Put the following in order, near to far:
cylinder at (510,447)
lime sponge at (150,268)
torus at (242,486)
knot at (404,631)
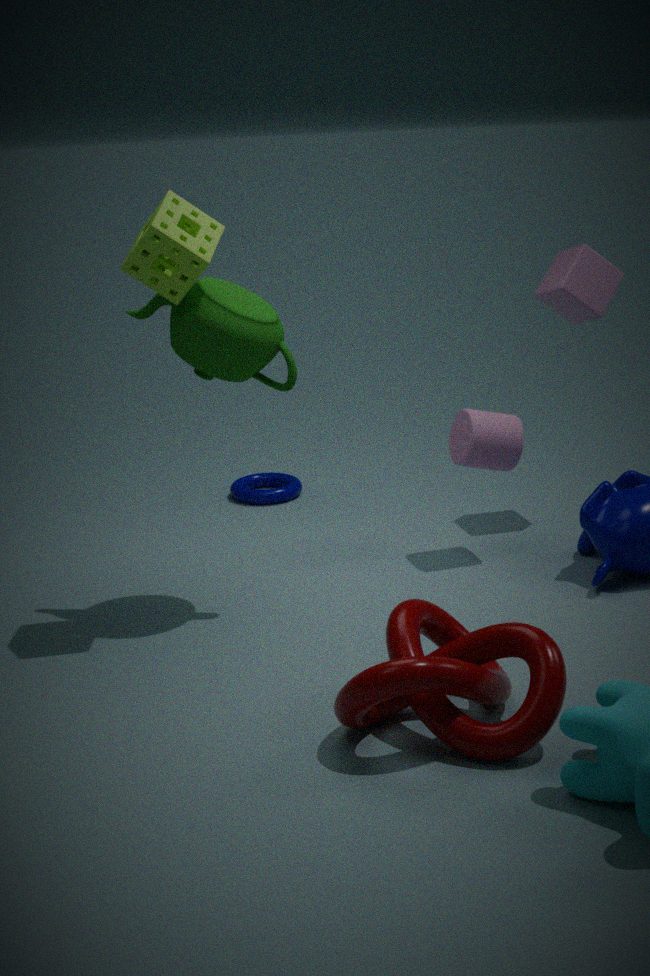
1. knot at (404,631)
2. lime sponge at (150,268)
3. cylinder at (510,447)
4. torus at (242,486)
